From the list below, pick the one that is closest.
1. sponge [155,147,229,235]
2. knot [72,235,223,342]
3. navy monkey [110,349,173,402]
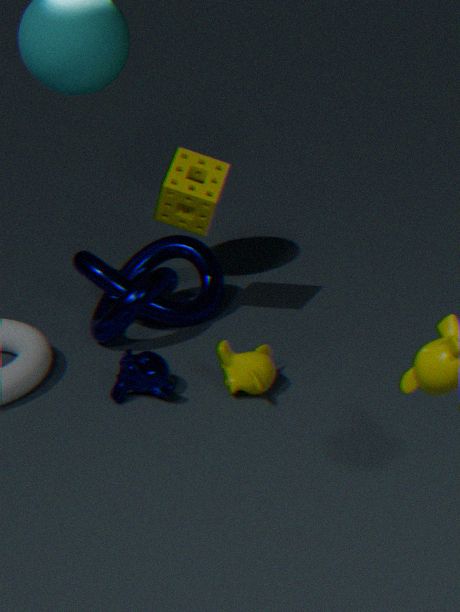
navy monkey [110,349,173,402]
